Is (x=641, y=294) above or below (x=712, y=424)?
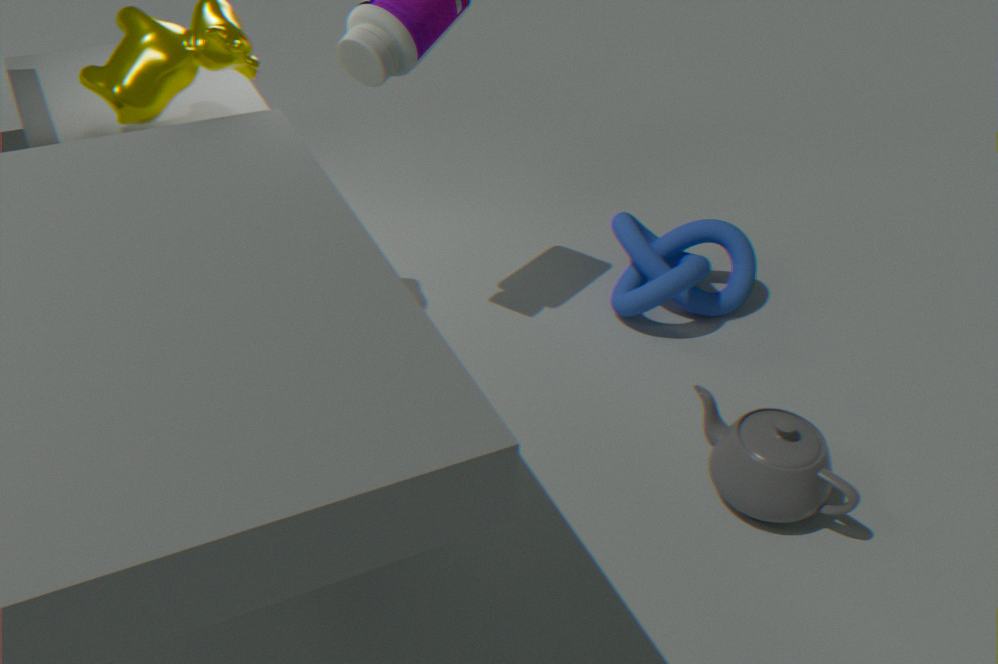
above
